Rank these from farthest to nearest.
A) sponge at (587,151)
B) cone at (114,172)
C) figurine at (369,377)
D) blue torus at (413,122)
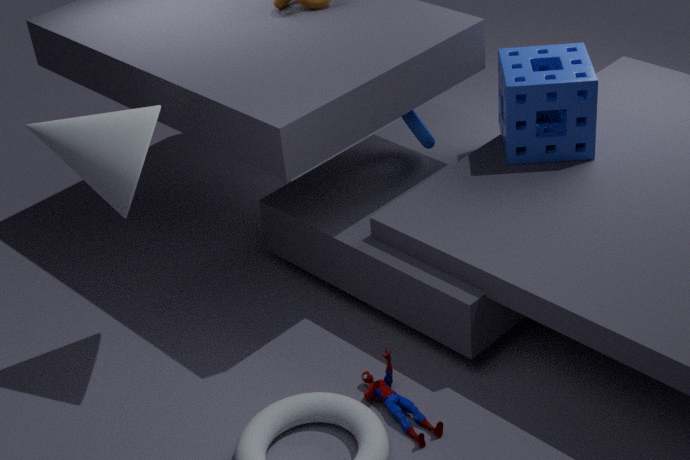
blue torus at (413,122) → sponge at (587,151) → figurine at (369,377) → cone at (114,172)
